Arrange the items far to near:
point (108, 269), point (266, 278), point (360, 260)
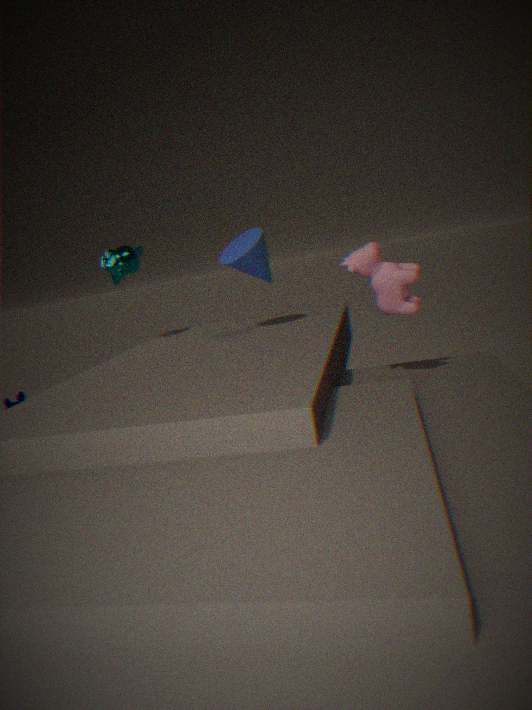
point (108, 269) < point (266, 278) < point (360, 260)
